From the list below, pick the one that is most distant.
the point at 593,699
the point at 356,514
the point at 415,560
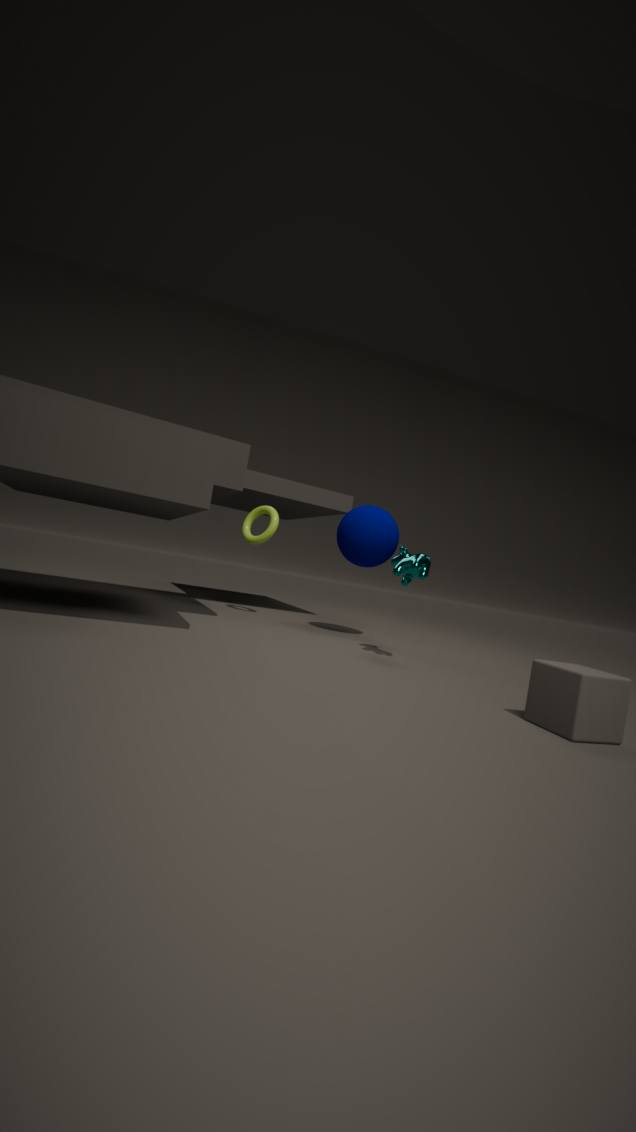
the point at 356,514
